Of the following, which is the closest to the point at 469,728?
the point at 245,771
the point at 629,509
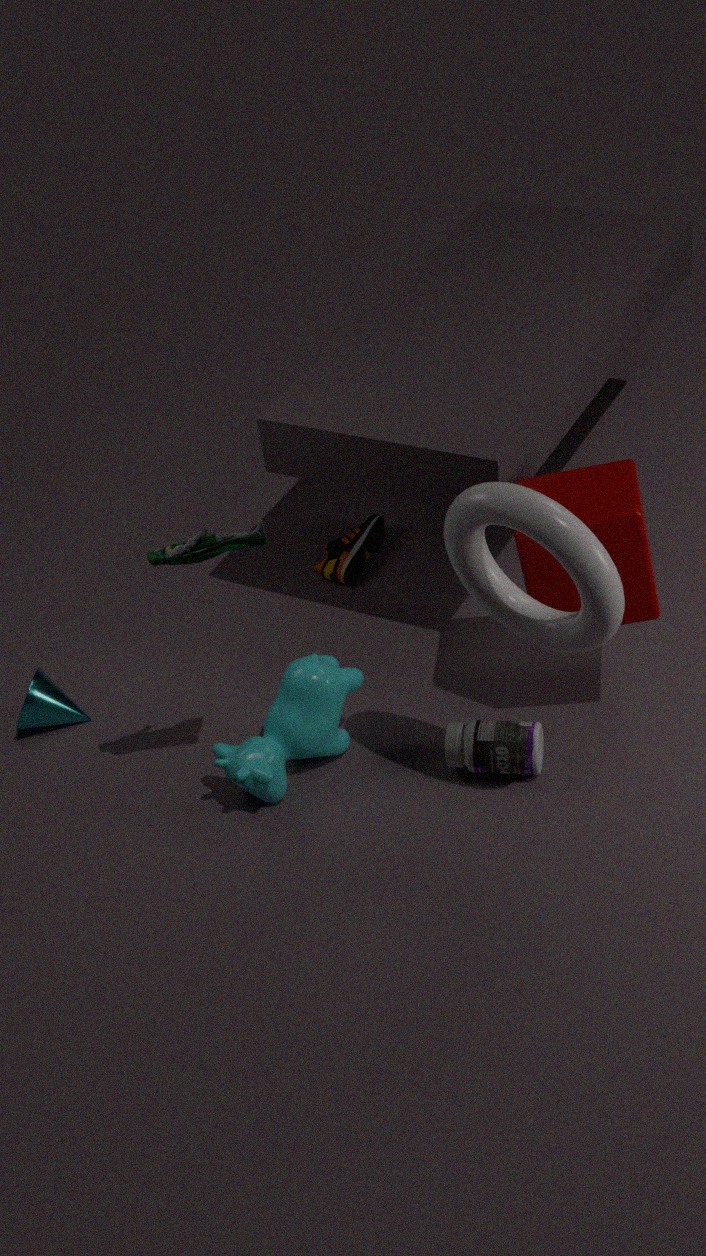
the point at 245,771
